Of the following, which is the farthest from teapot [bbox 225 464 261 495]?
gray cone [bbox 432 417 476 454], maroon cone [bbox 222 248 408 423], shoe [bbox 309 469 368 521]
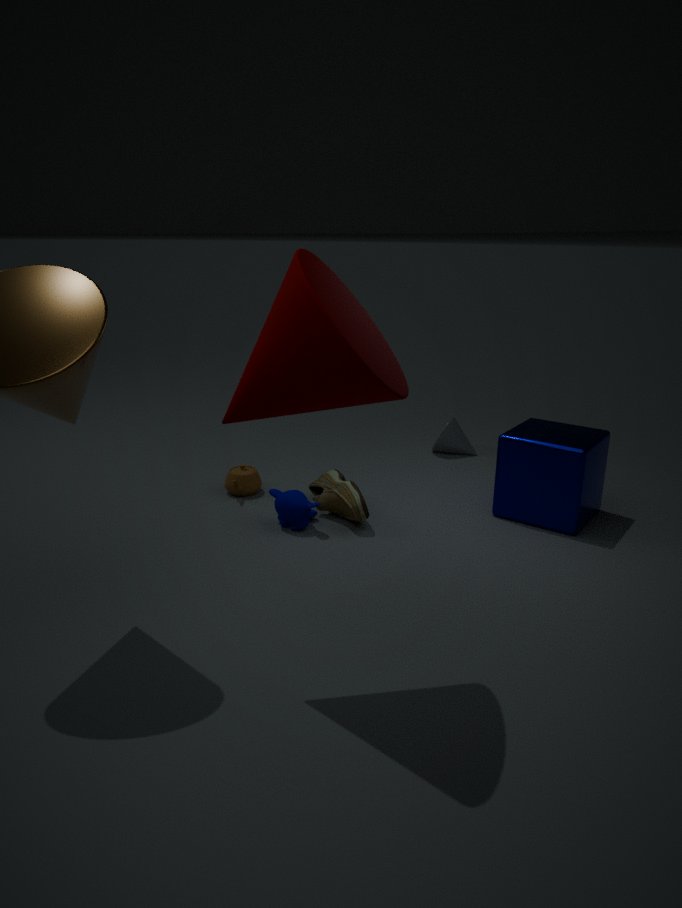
maroon cone [bbox 222 248 408 423]
